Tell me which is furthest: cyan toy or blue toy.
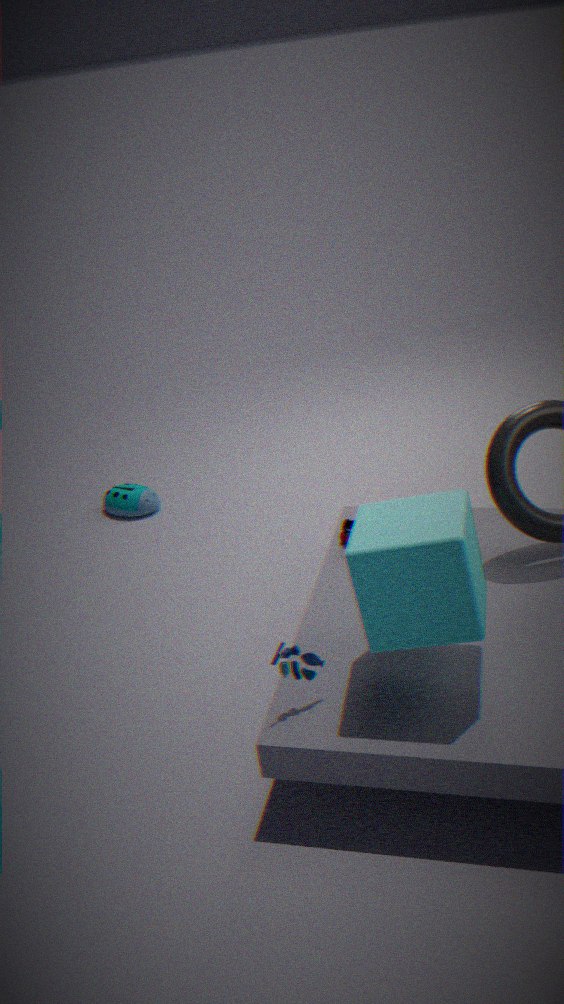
cyan toy
